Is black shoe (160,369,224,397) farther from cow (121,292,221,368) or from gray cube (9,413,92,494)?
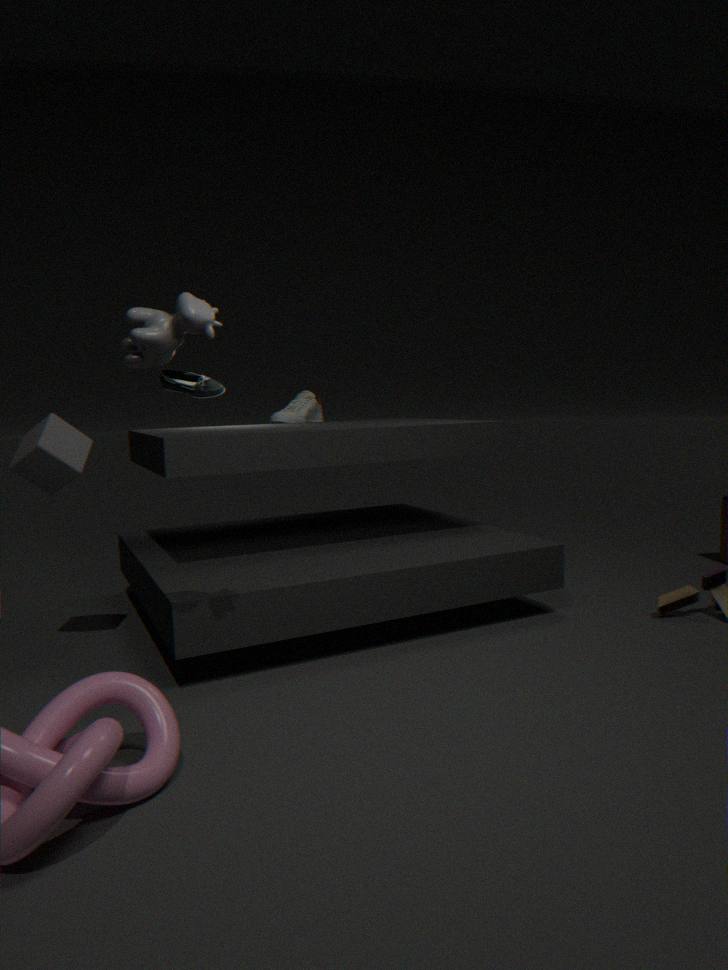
cow (121,292,221,368)
